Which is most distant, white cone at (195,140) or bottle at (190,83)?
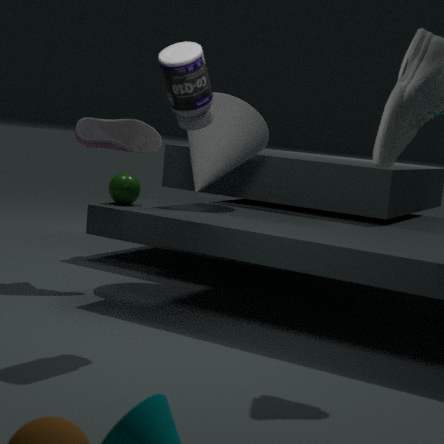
white cone at (195,140)
